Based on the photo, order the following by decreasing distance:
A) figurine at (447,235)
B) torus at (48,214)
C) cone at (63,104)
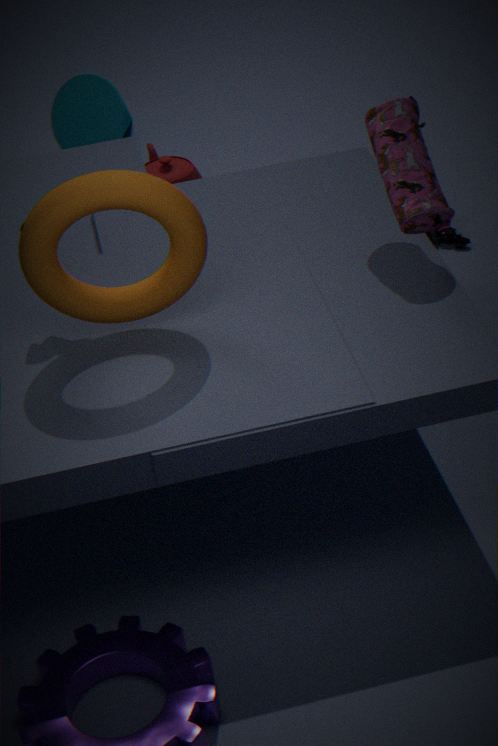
cone at (63,104)
figurine at (447,235)
torus at (48,214)
